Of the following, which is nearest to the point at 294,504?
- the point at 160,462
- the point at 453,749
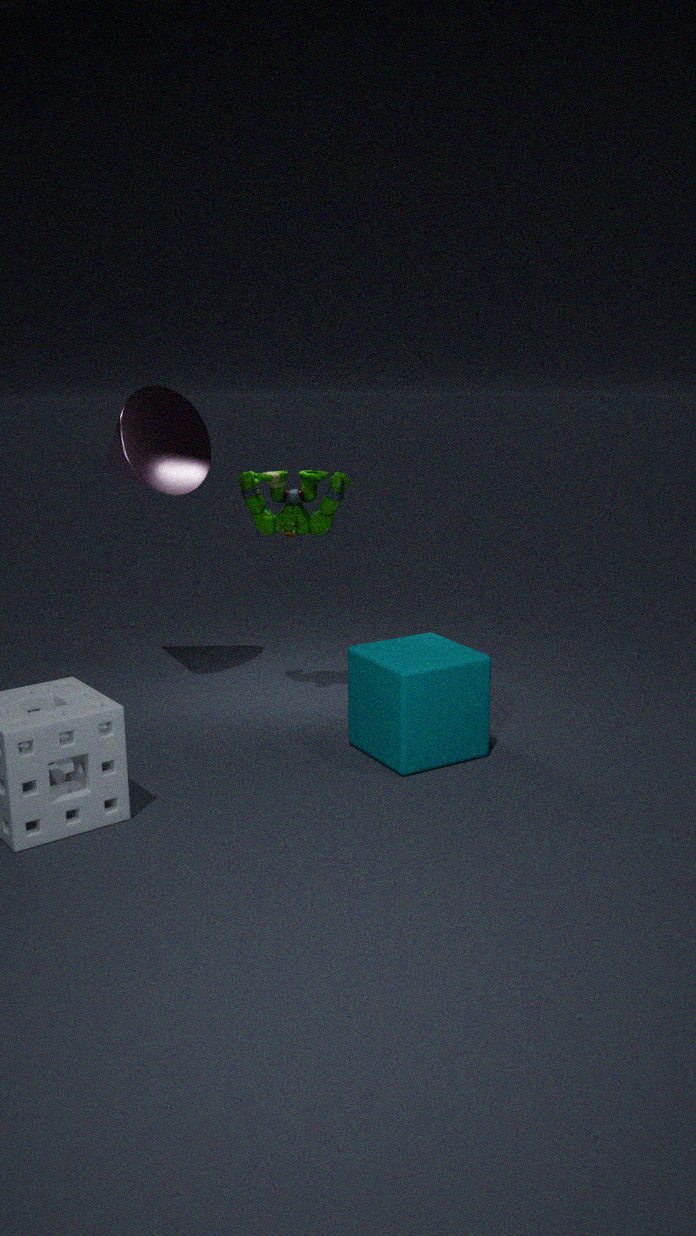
the point at 160,462
